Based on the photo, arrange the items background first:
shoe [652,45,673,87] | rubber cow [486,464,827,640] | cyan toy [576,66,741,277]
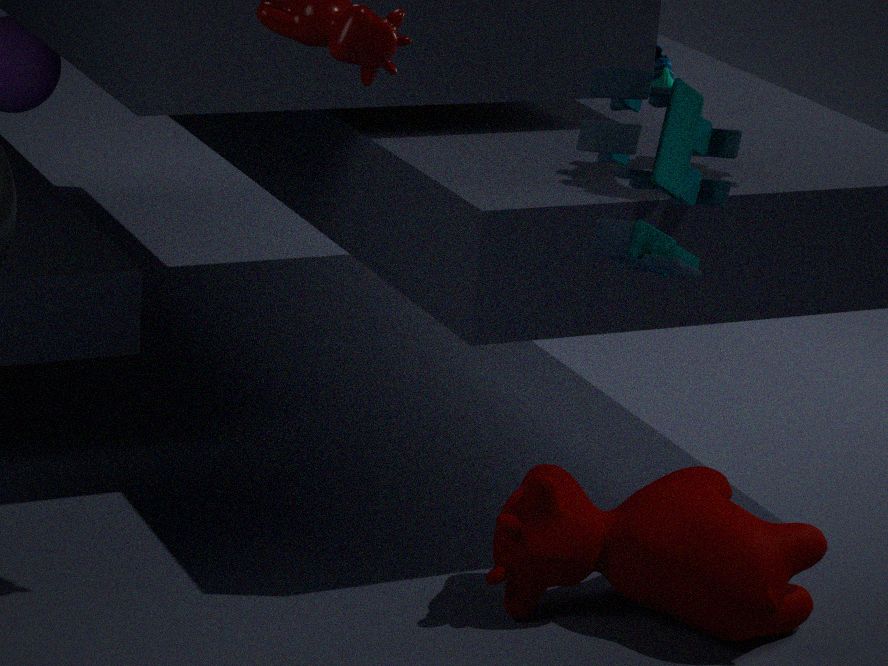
shoe [652,45,673,87] → rubber cow [486,464,827,640] → cyan toy [576,66,741,277]
